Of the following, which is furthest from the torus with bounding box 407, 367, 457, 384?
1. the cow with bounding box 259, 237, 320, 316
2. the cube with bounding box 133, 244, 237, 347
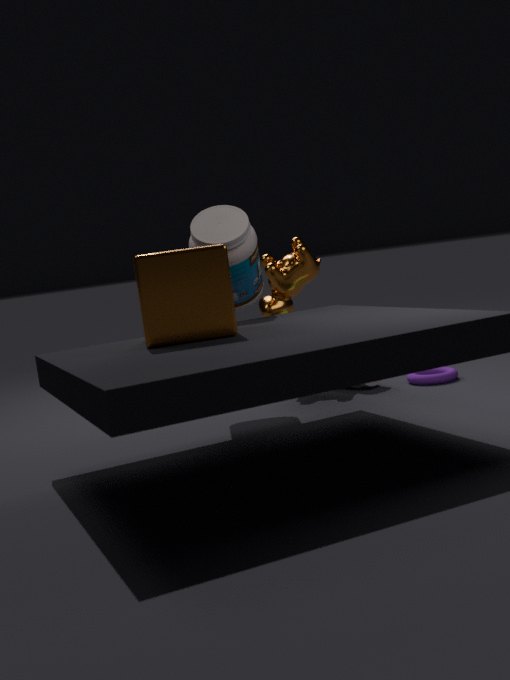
the cube with bounding box 133, 244, 237, 347
